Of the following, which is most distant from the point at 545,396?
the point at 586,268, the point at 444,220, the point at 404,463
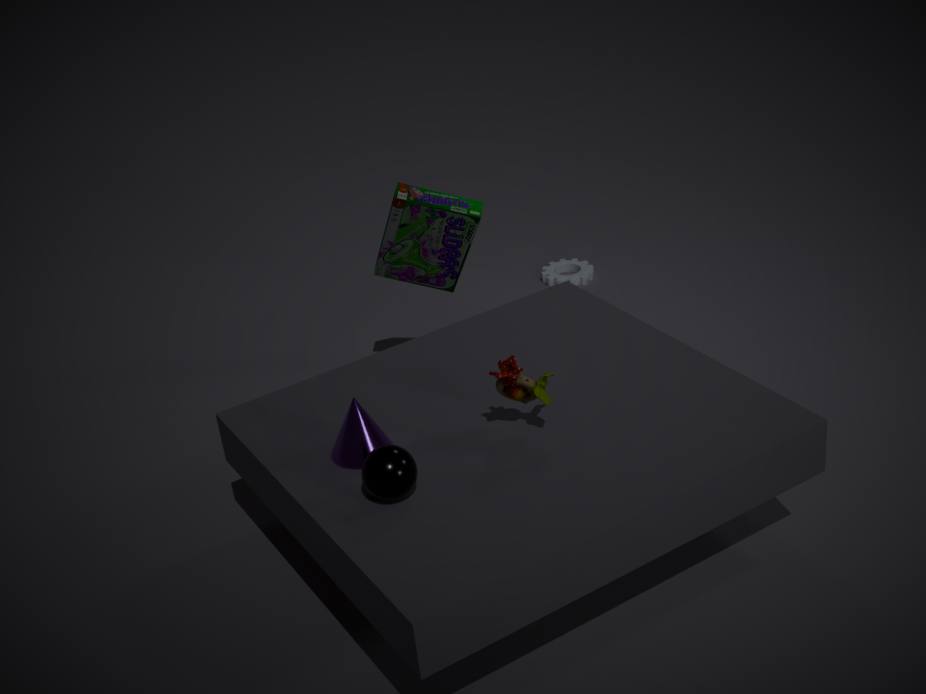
the point at 586,268
